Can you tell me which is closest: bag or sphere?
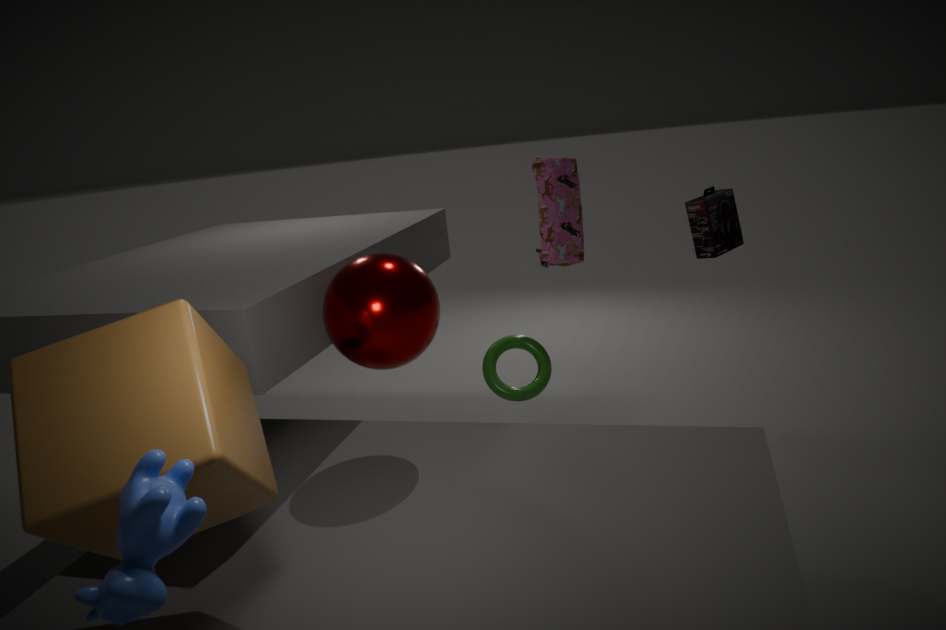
sphere
